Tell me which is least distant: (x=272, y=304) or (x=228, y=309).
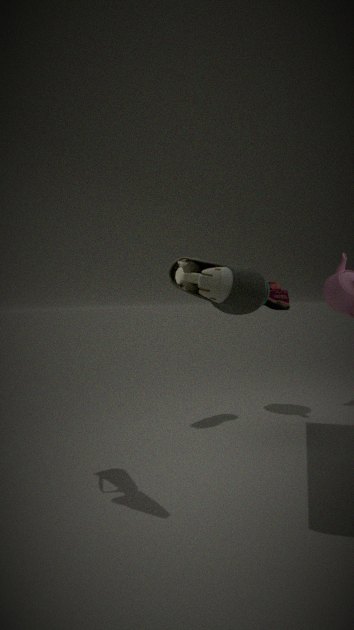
(x=228, y=309)
